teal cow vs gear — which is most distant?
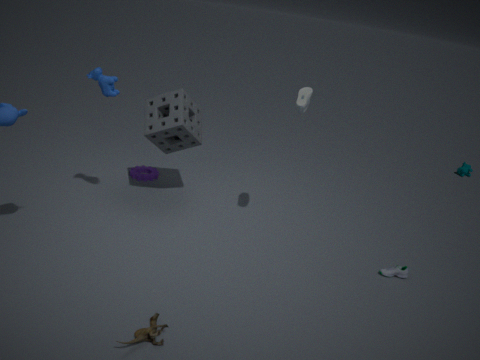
teal cow
